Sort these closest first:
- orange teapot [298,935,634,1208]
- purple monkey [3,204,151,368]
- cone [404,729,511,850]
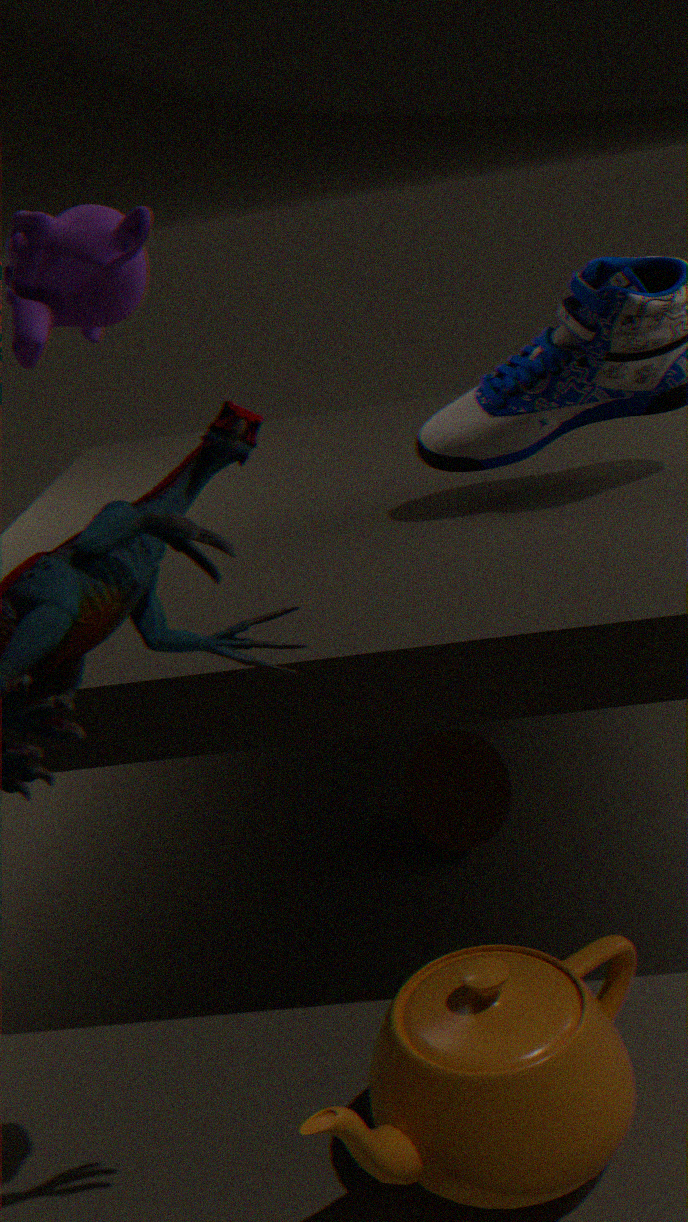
purple monkey [3,204,151,368] < orange teapot [298,935,634,1208] < cone [404,729,511,850]
